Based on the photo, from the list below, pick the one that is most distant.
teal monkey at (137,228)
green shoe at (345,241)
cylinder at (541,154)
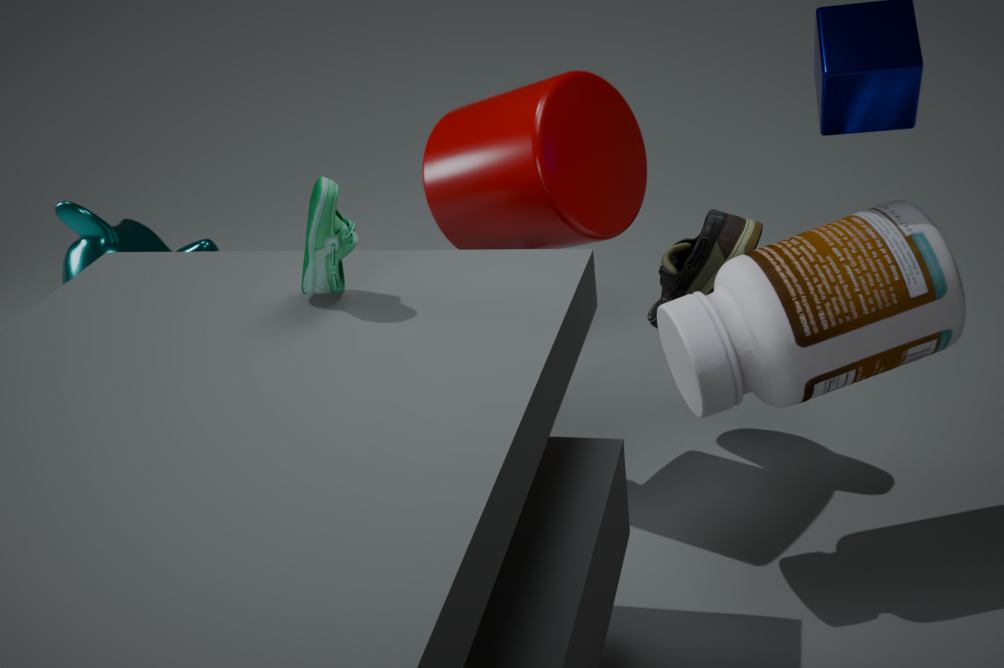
teal monkey at (137,228)
